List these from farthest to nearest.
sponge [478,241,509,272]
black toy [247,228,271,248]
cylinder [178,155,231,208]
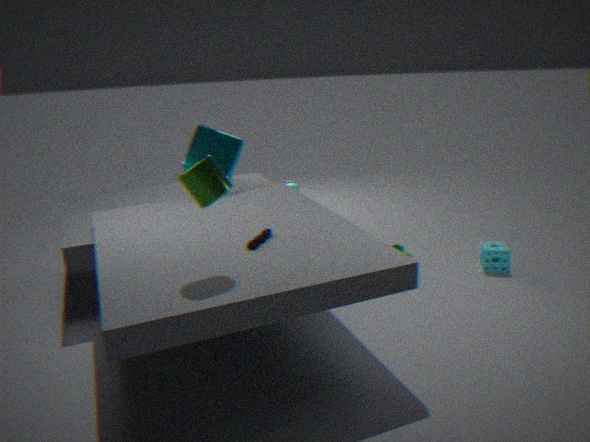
1. sponge [478,241,509,272]
2. black toy [247,228,271,248]
3. cylinder [178,155,231,208]
